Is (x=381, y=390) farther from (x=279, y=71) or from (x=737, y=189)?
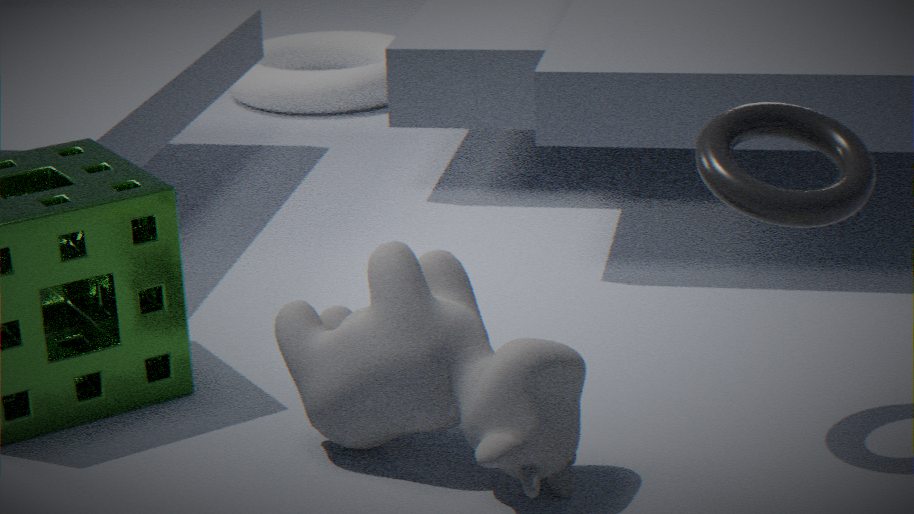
(x=279, y=71)
